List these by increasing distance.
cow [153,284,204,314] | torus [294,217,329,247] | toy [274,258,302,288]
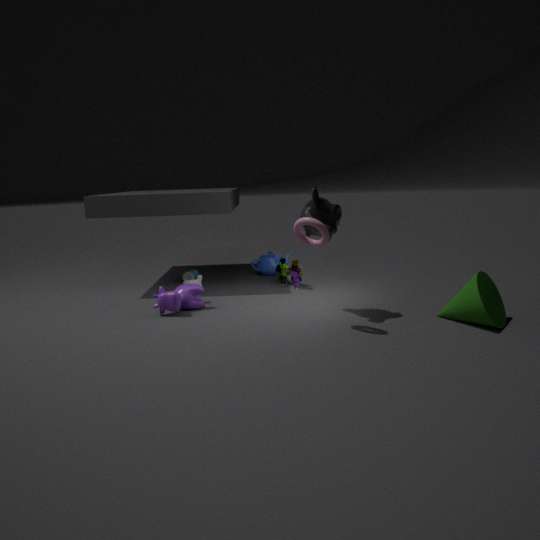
torus [294,217,329,247], cow [153,284,204,314], toy [274,258,302,288]
